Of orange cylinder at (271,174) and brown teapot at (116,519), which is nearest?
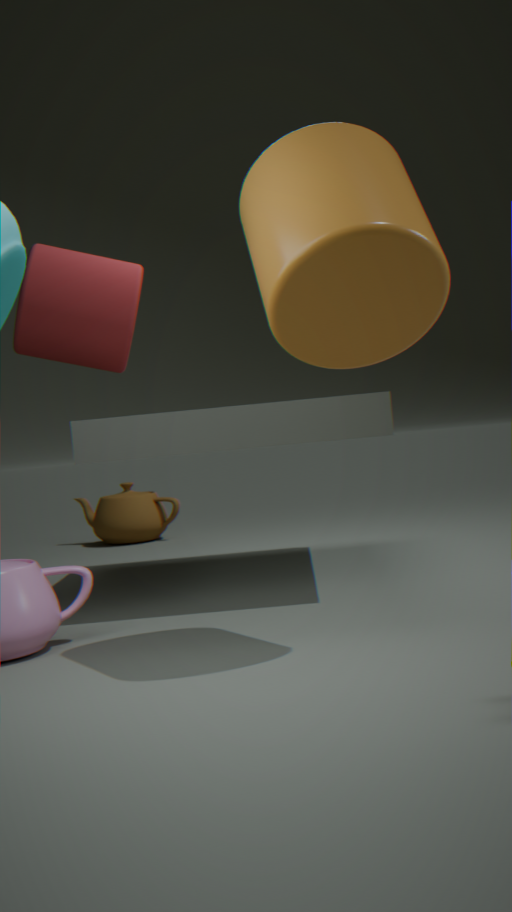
orange cylinder at (271,174)
